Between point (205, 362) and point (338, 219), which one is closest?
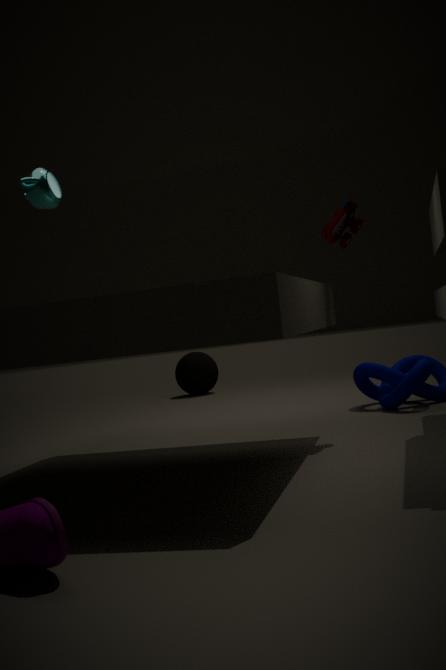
point (338, 219)
